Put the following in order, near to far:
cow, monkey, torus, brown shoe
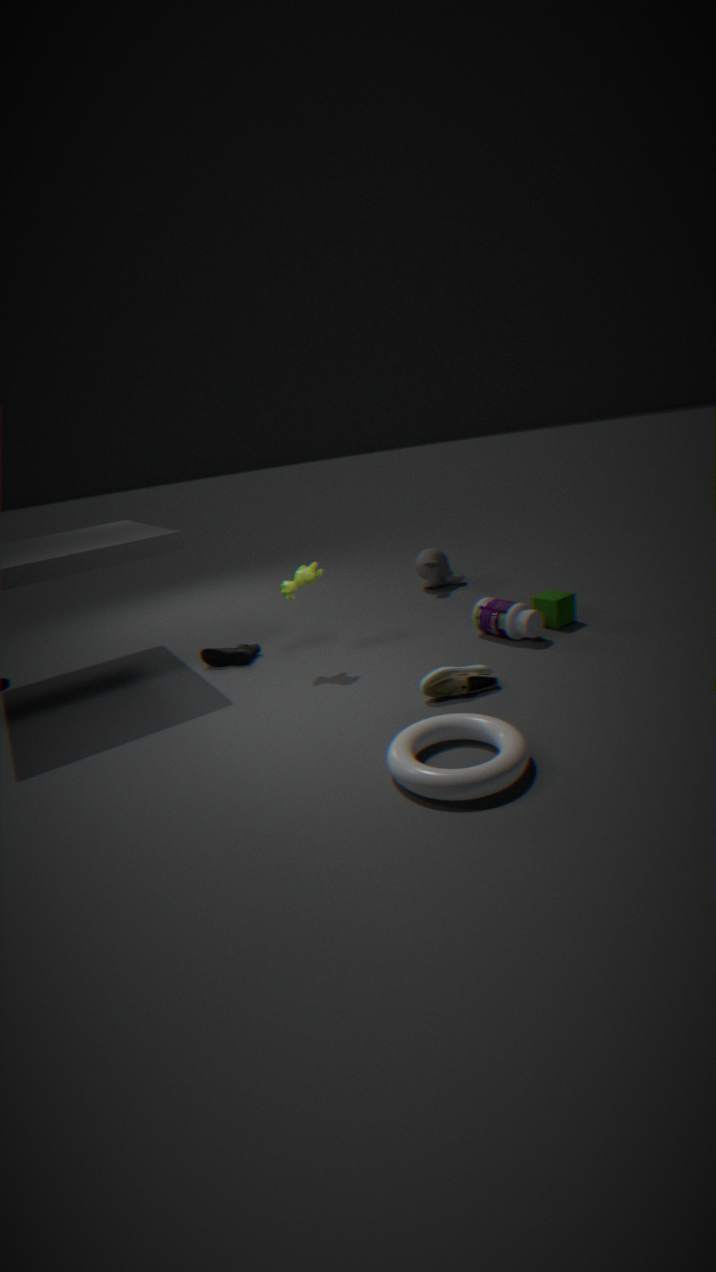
torus, brown shoe, cow, monkey
